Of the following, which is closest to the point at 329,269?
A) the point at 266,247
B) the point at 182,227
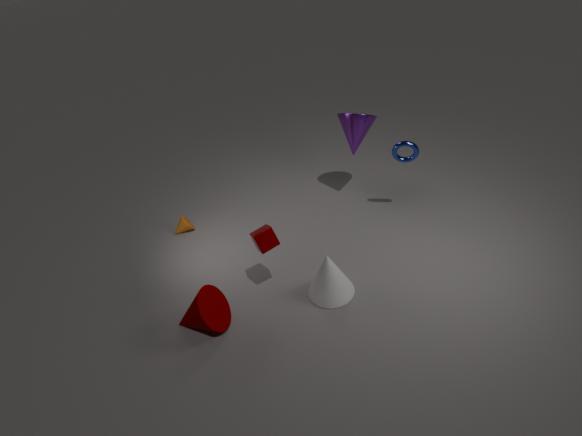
the point at 266,247
